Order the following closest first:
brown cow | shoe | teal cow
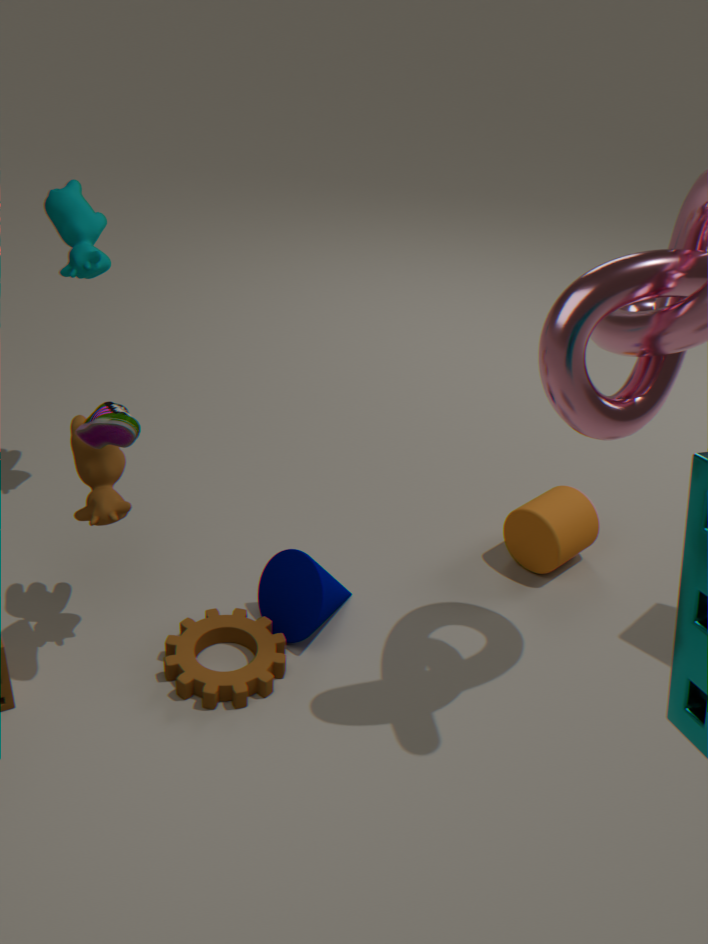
shoe
brown cow
teal cow
